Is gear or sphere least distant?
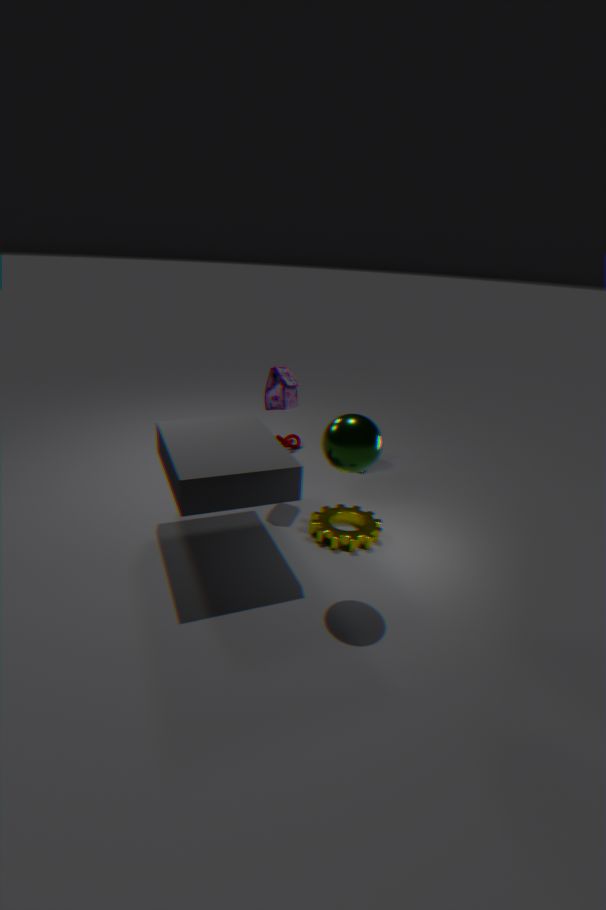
sphere
